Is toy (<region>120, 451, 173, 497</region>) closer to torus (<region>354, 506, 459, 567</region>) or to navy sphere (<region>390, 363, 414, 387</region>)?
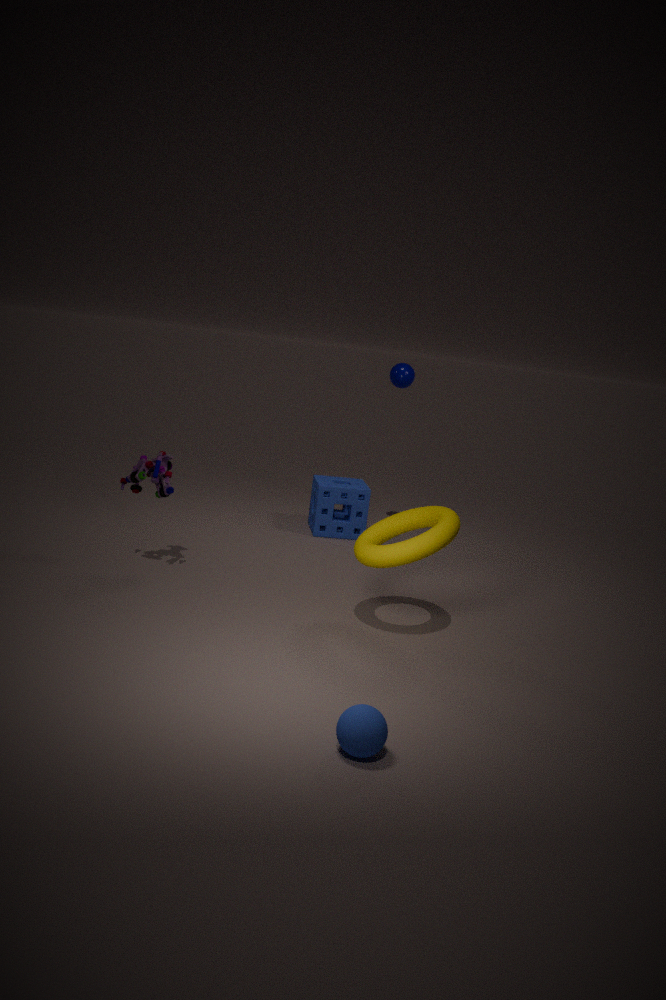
torus (<region>354, 506, 459, 567</region>)
